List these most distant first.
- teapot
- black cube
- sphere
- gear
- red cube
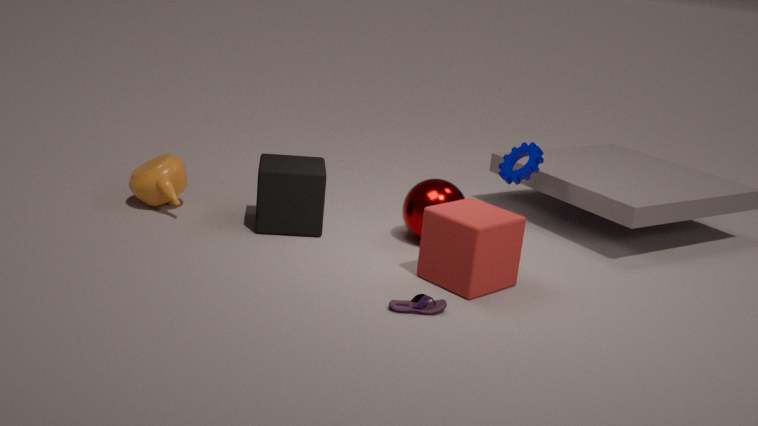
gear < teapot < sphere < black cube < red cube
